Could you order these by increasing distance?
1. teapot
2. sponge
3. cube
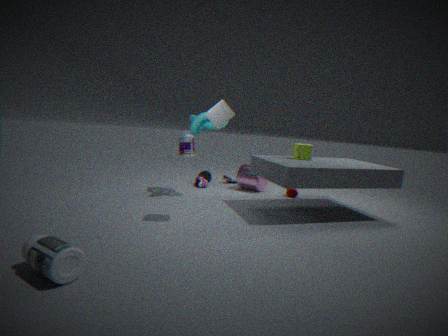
cube, sponge, teapot
